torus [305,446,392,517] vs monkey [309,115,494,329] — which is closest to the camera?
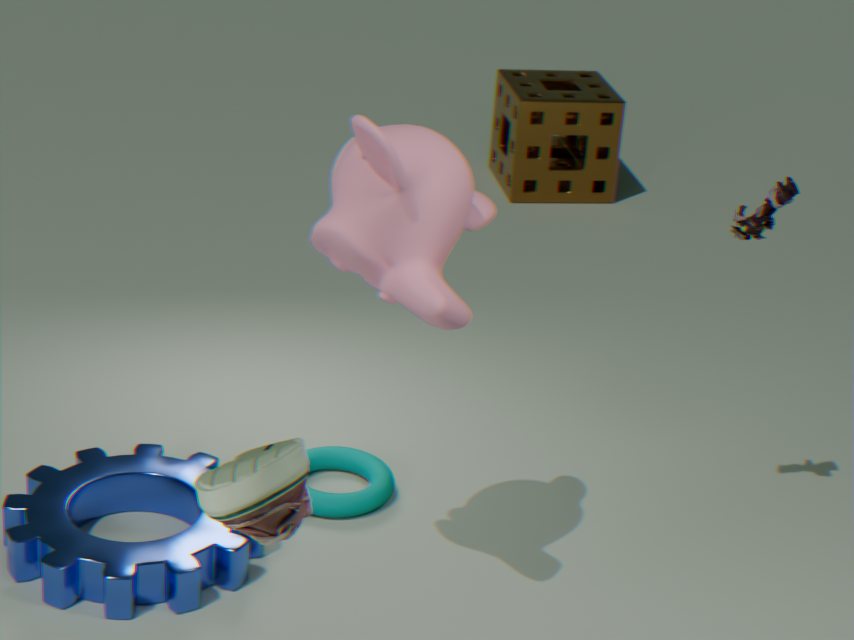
monkey [309,115,494,329]
